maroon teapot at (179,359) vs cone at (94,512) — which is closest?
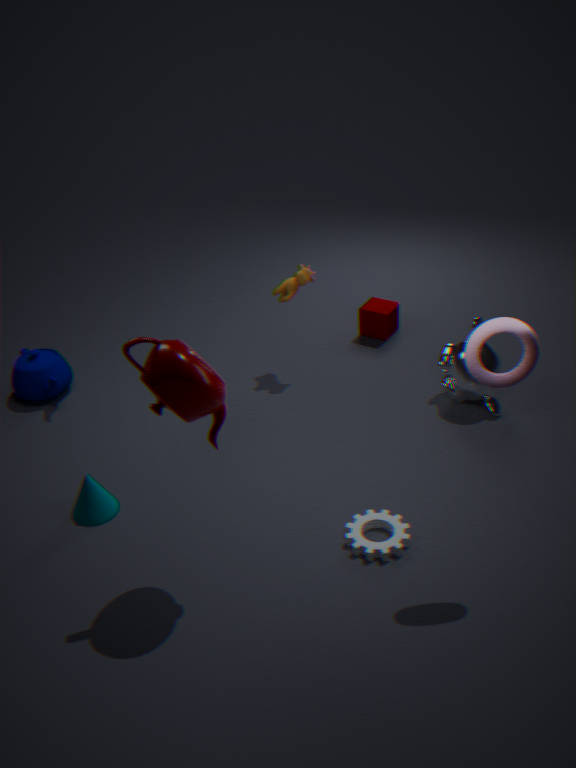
maroon teapot at (179,359)
